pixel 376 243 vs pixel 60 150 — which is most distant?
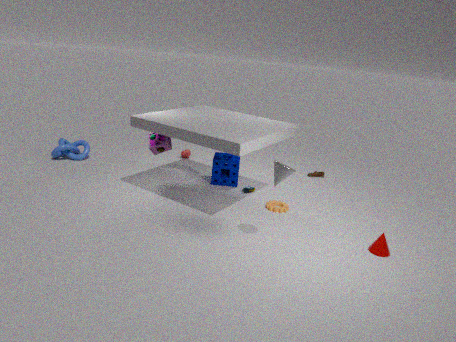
pixel 60 150
